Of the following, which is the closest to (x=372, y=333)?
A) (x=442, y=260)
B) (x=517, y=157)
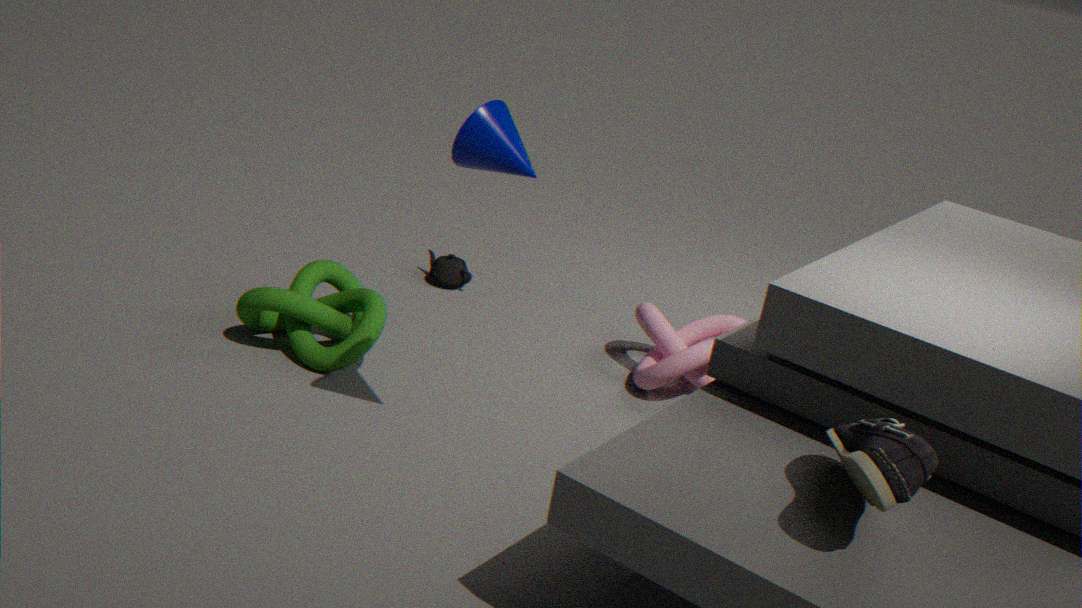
(x=442, y=260)
